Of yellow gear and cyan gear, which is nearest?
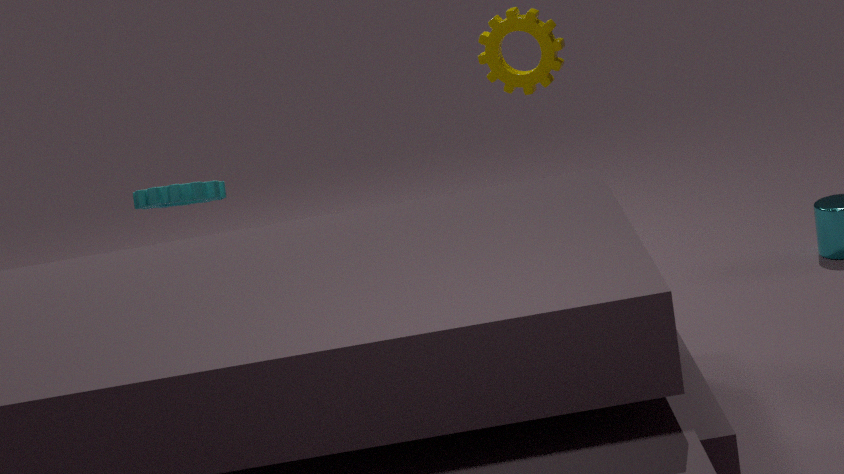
cyan gear
